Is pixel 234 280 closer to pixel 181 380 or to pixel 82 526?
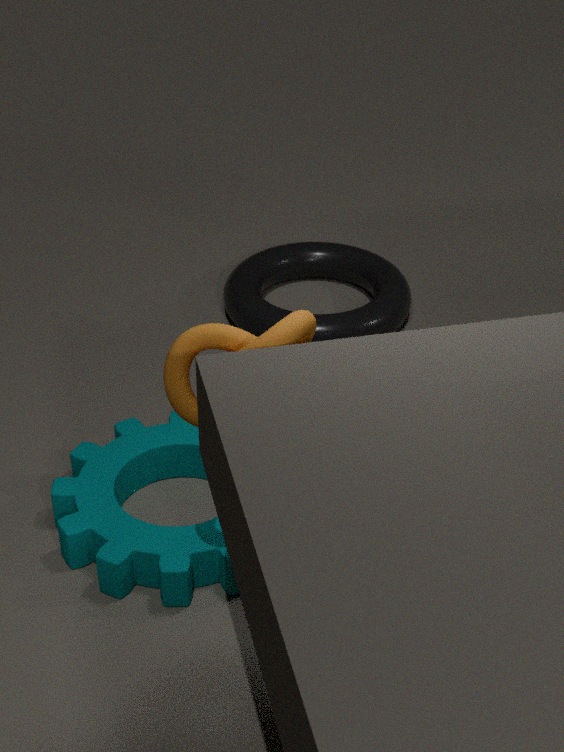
pixel 82 526
